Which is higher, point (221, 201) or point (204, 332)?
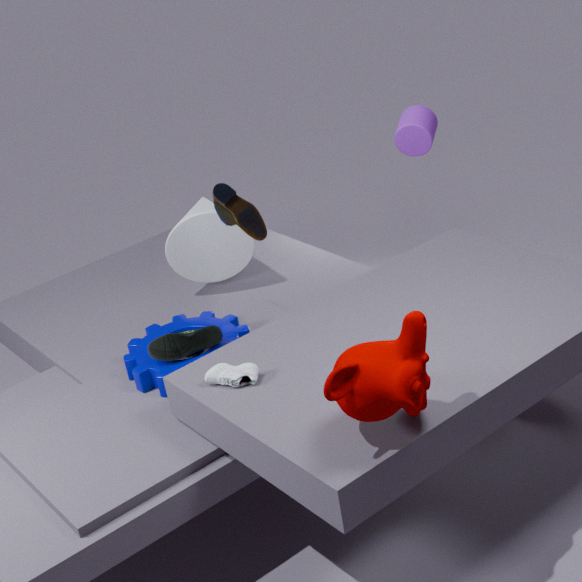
point (221, 201)
